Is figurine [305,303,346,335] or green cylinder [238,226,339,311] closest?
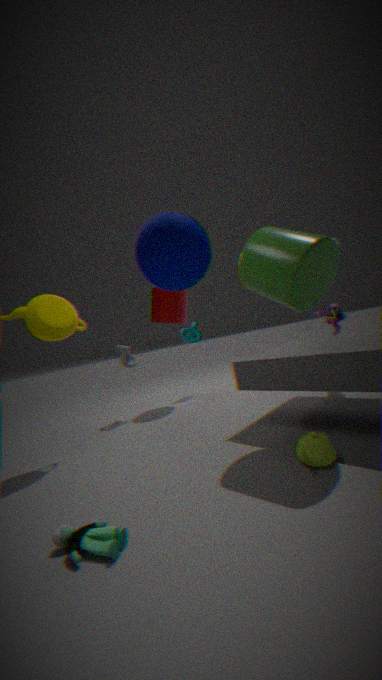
green cylinder [238,226,339,311]
